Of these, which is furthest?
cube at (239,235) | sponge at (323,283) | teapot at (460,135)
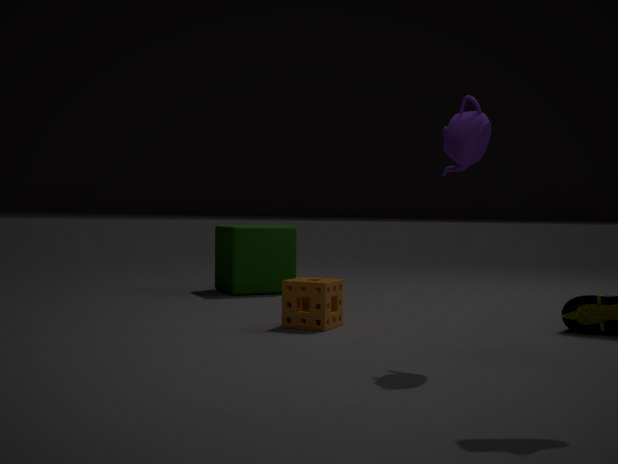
cube at (239,235)
